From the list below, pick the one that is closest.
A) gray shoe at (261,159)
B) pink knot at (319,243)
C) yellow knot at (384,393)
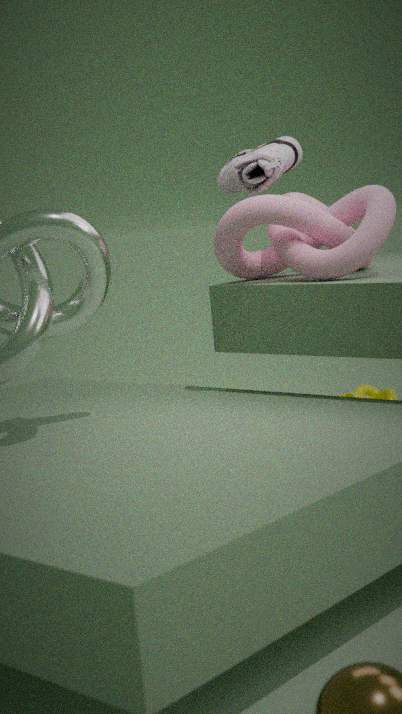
pink knot at (319,243)
